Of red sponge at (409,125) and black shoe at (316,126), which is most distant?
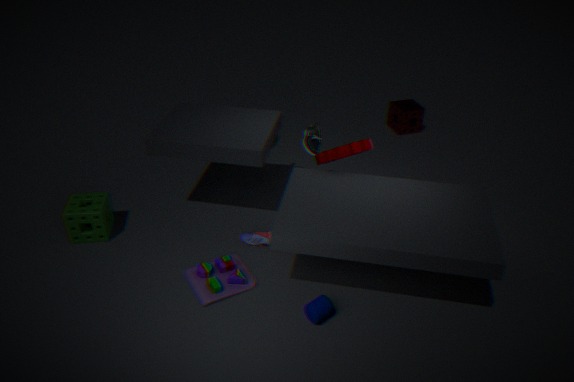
red sponge at (409,125)
